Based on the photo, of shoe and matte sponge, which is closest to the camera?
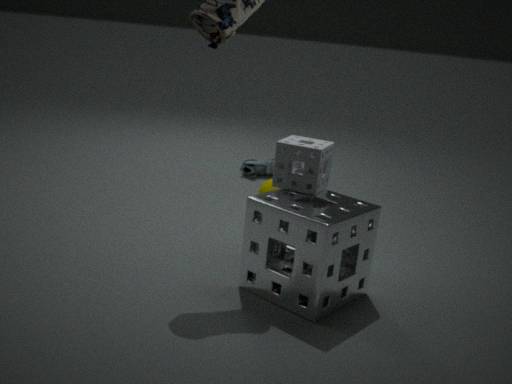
matte sponge
